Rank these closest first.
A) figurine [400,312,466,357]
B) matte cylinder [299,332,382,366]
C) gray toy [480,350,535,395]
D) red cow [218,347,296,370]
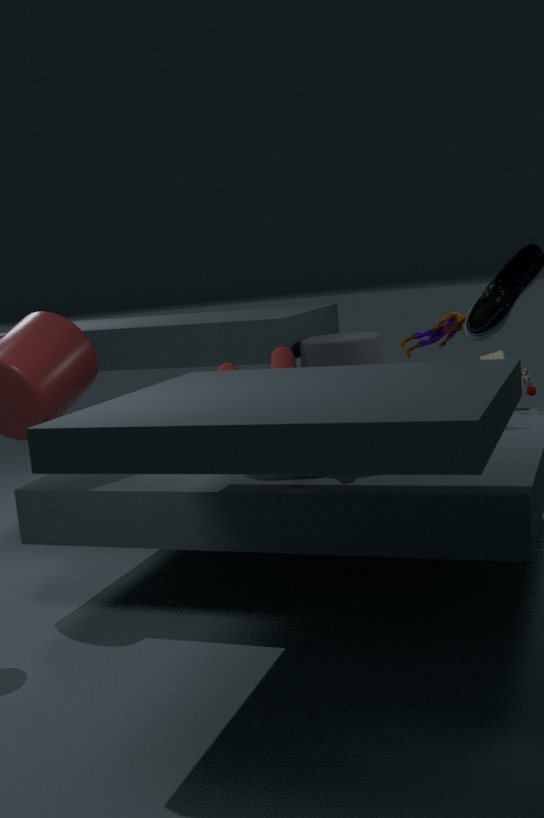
red cow [218,347,296,370], figurine [400,312,466,357], gray toy [480,350,535,395], matte cylinder [299,332,382,366]
